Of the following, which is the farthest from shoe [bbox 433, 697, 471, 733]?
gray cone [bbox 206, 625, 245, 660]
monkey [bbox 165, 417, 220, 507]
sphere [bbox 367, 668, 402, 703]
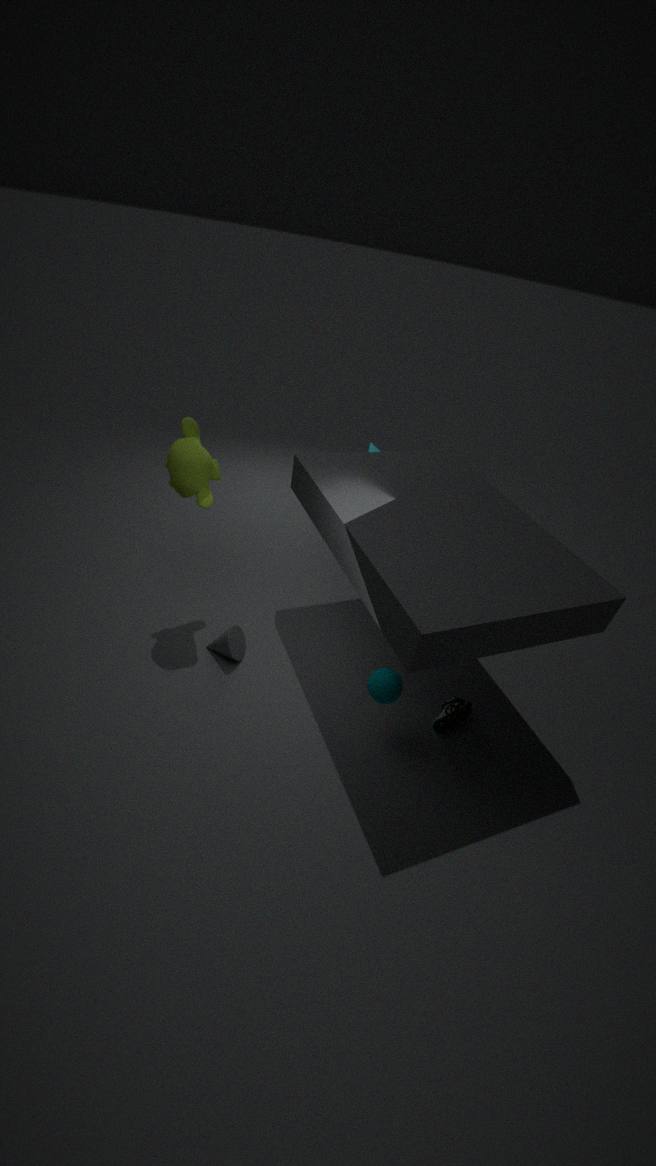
monkey [bbox 165, 417, 220, 507]
